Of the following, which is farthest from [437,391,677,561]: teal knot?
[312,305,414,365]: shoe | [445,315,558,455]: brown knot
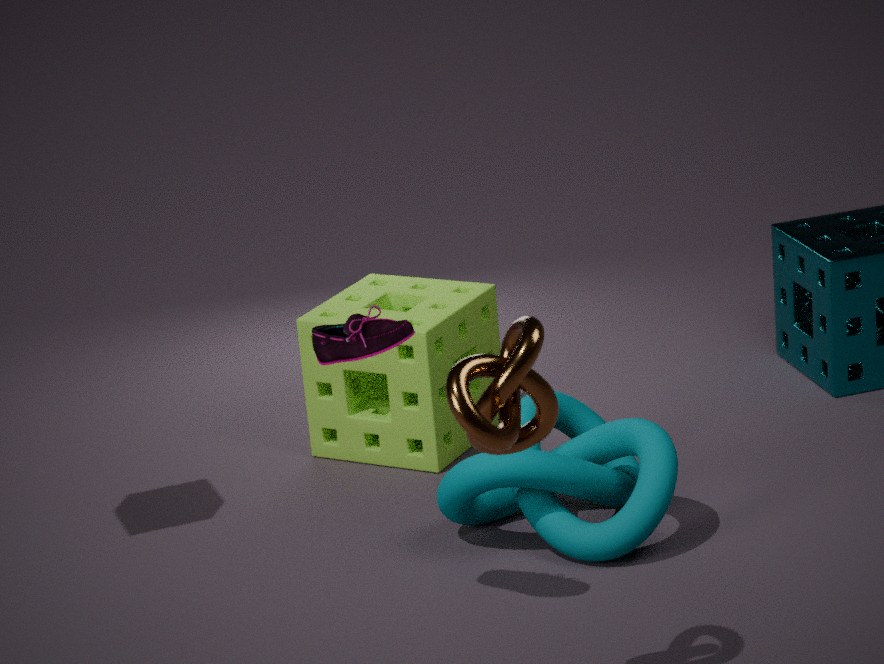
[445,315,558,455]: brown knot
